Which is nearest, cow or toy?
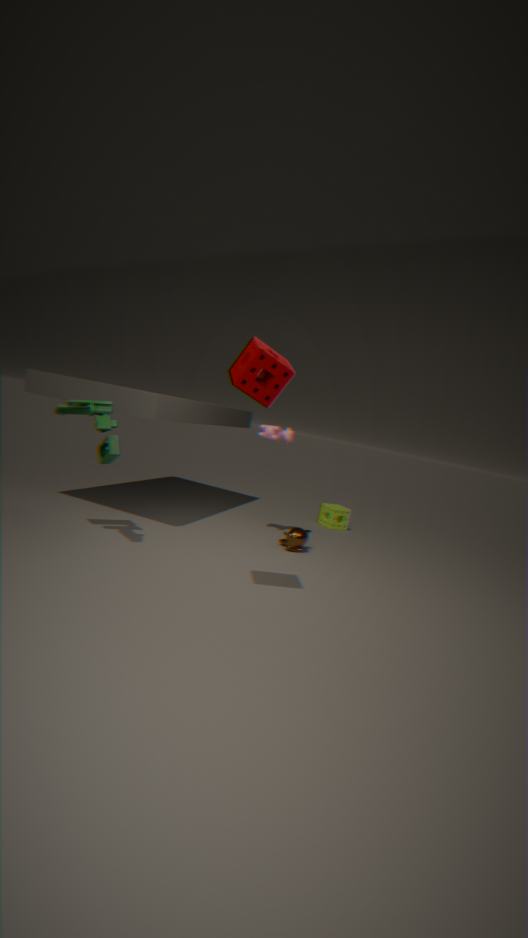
toy
